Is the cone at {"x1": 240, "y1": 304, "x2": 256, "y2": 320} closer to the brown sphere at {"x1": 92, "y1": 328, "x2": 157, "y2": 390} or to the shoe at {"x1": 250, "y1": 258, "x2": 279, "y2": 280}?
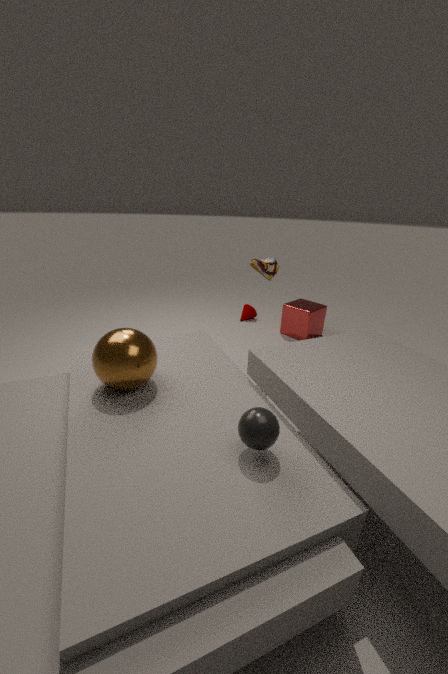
the shoe at {"x1": 250, "y1": 258, "x2": 279, "y2": 280}
